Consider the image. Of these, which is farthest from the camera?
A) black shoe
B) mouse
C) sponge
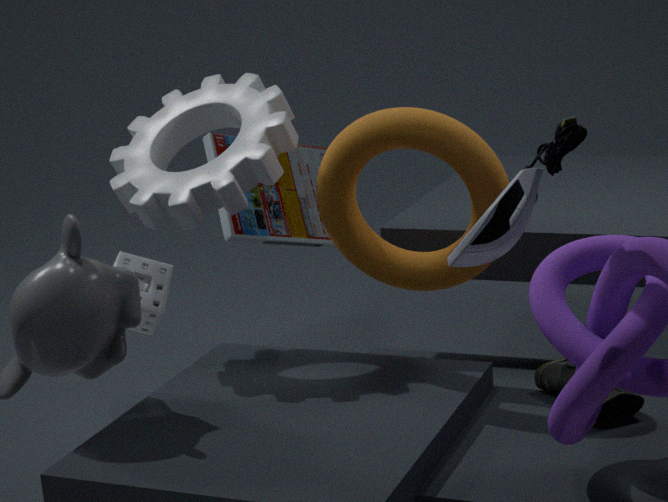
sponge
